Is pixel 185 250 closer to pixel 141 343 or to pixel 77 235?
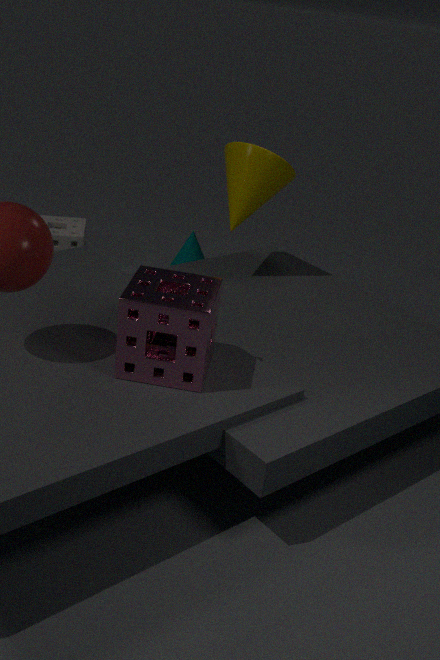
pixel 77 235
